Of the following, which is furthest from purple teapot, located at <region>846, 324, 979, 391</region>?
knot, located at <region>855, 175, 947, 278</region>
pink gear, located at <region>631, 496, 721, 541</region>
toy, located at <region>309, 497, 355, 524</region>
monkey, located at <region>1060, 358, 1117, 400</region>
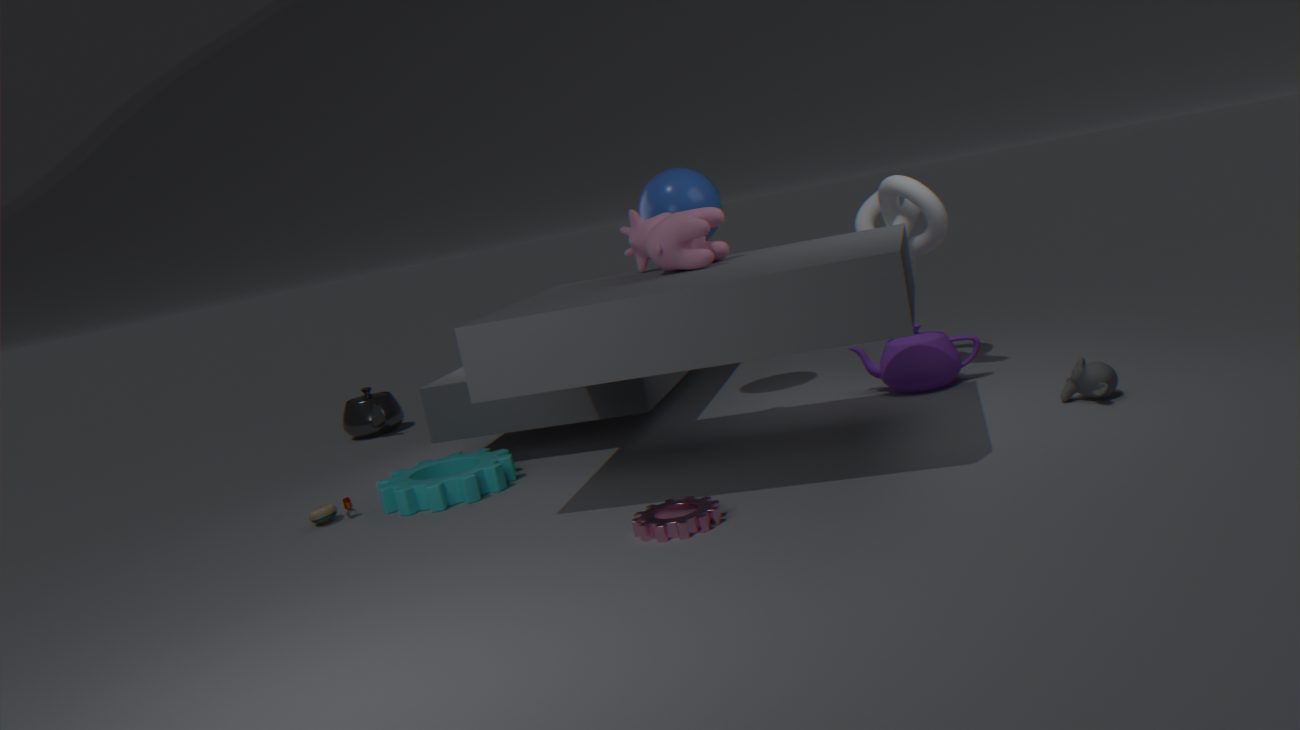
toy, located at <region>309, 497, 355, 524</region>
